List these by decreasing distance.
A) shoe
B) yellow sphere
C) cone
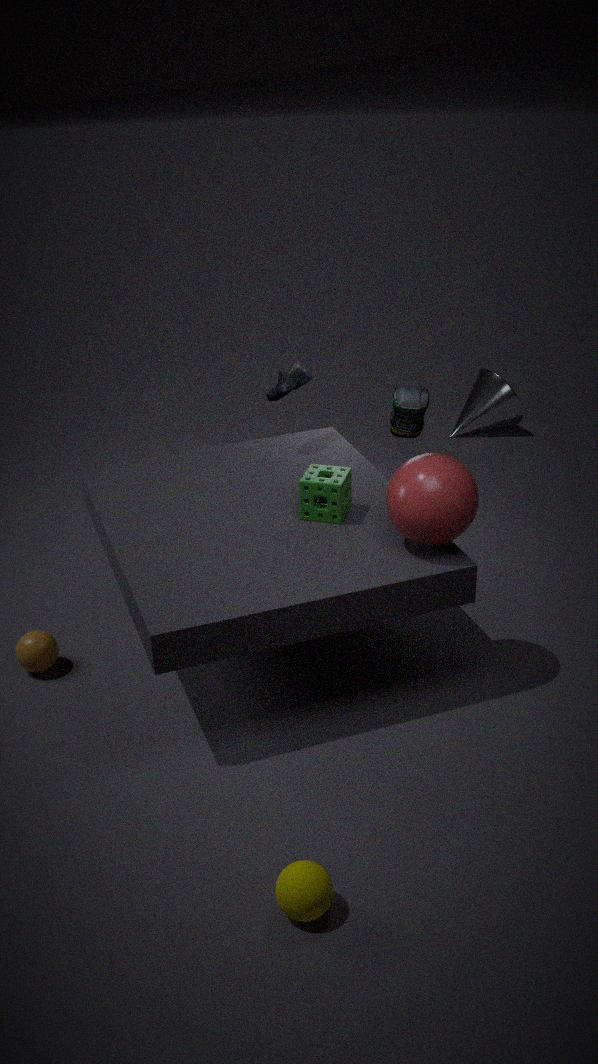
cone, shoe, yellow sphere
